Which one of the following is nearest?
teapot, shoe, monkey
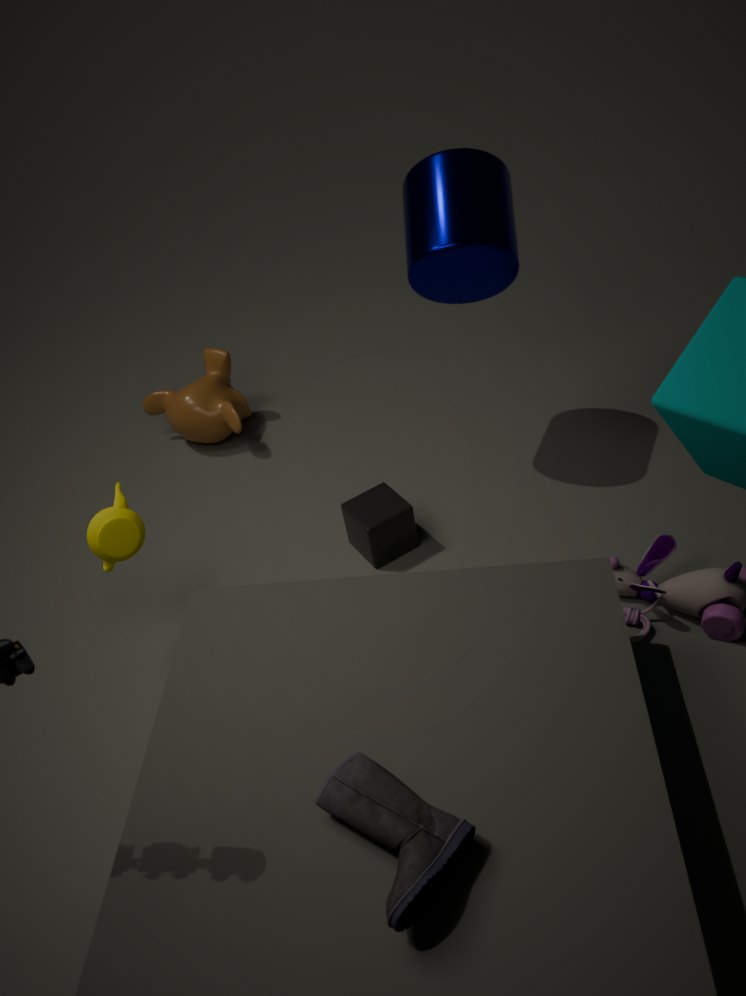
shoe
